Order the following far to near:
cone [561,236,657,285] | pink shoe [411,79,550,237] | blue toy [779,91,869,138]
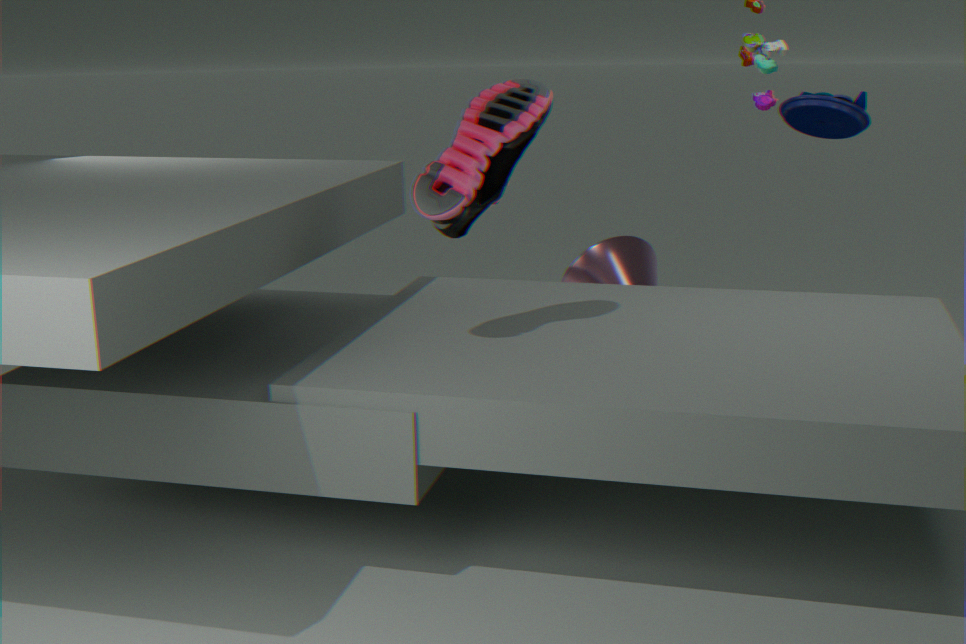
cone [561,236,657,285], blue toy [779,91,869,138], pink shoe [411,79,550,237]
